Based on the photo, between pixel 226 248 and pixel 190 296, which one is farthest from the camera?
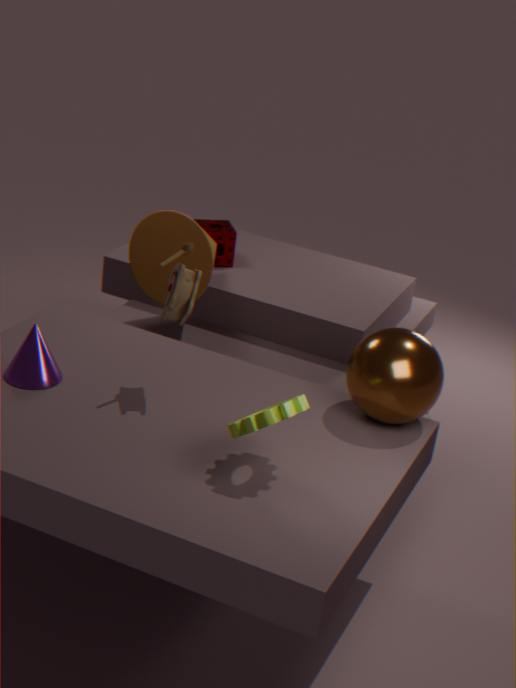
pixel 226 248
